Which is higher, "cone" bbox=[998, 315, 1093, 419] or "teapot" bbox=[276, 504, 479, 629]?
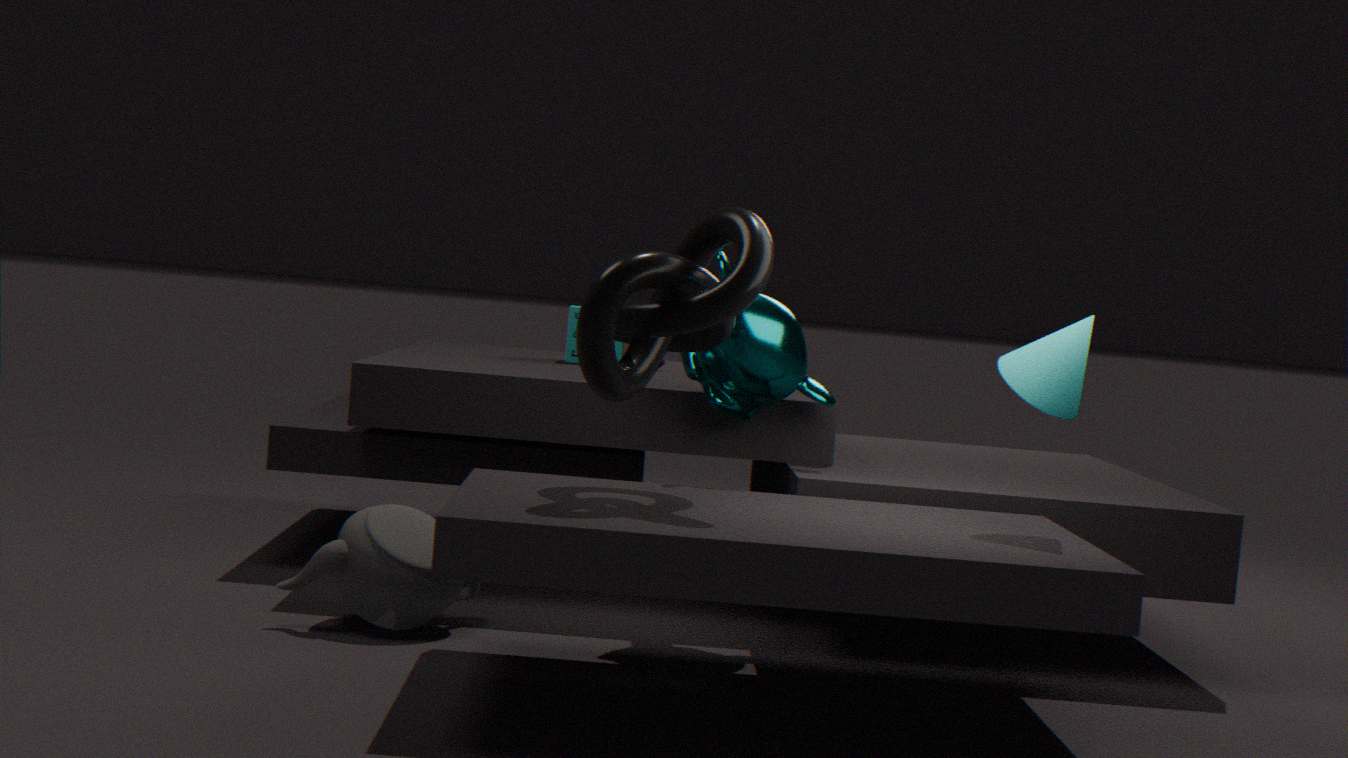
"cone" bbox=[998, 315, 1093, 419]
